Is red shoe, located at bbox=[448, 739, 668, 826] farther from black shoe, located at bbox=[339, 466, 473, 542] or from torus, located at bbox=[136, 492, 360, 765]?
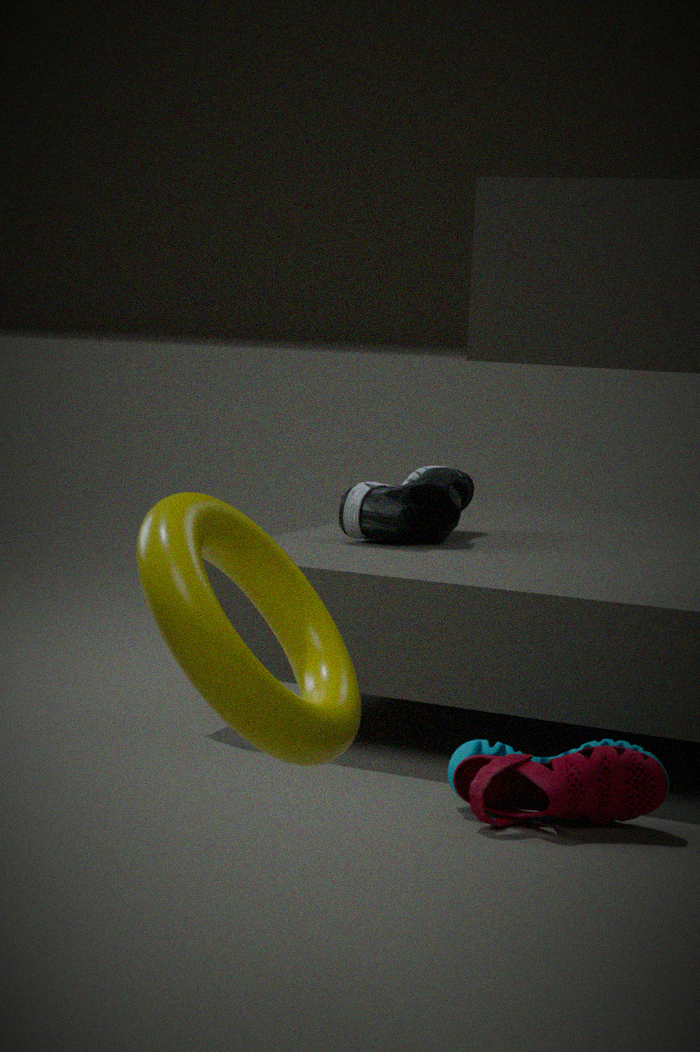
torus, located at bbox=[136, 492, 360, 765]
